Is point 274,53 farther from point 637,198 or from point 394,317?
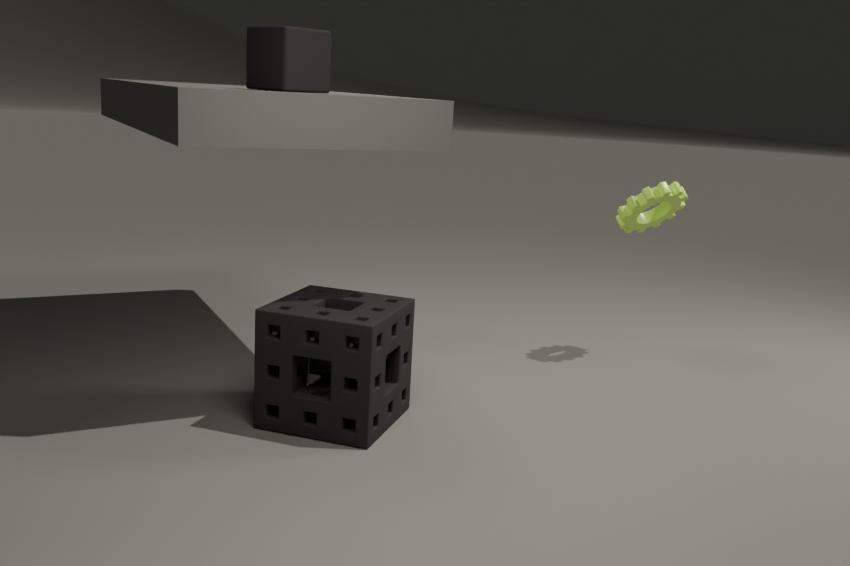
point 637,198
